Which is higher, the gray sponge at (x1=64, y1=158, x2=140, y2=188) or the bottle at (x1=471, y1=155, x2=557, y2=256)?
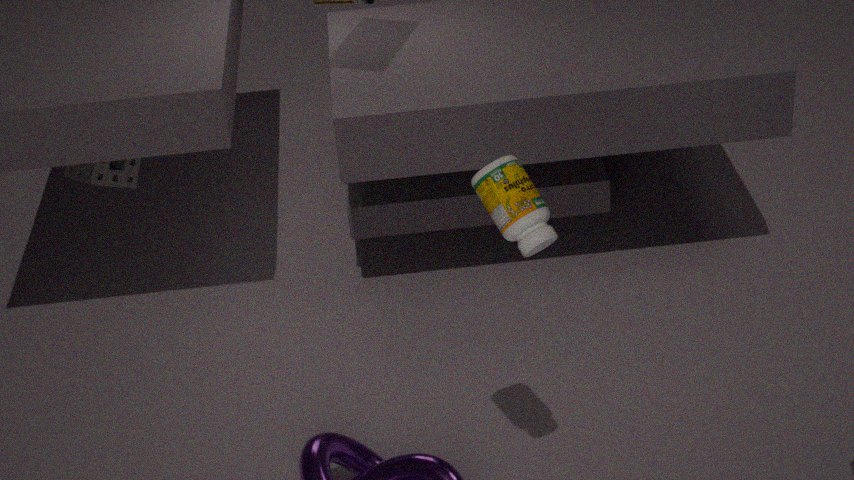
the bottle at (x1=471, y1=155, x2=557, y2=256)
